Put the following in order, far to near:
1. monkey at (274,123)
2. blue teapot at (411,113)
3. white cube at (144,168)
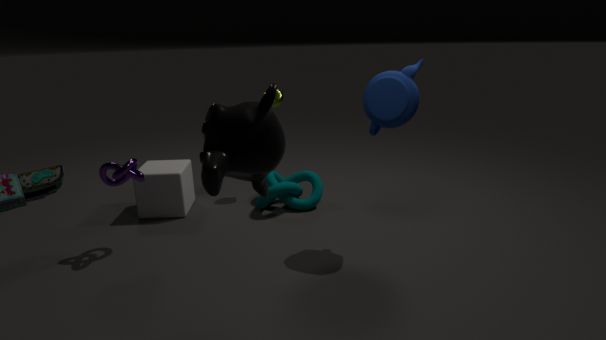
white cube at (144,168)
blue teapot at (411,113)
monkey at (274,123)
